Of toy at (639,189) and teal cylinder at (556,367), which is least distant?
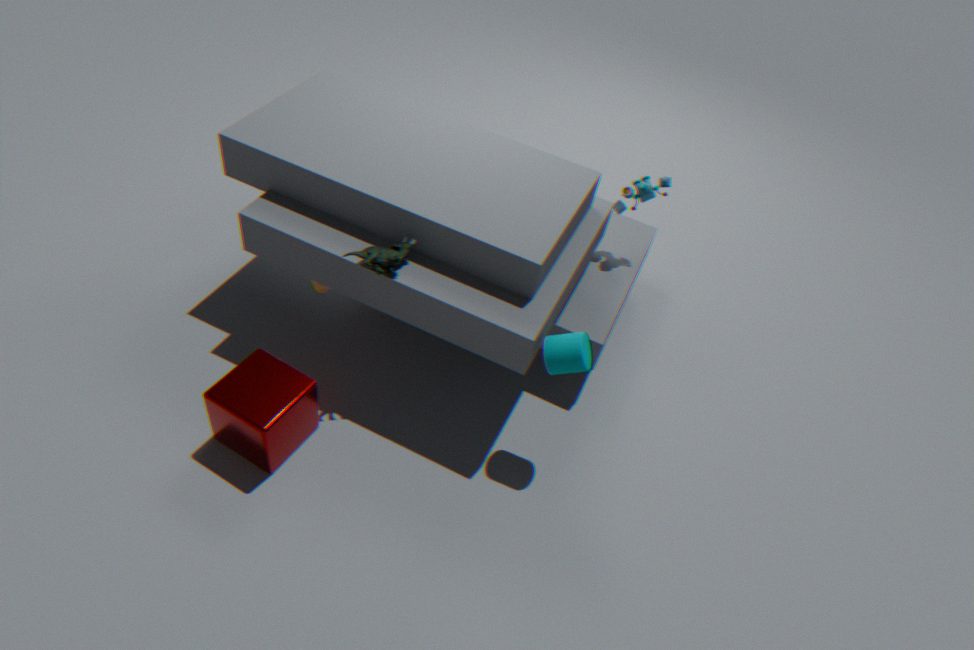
teal cylinder at (556,367)
